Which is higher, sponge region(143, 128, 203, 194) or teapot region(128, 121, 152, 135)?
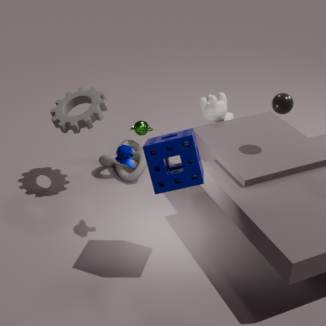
sponge region(143, 128, 203, 194)
